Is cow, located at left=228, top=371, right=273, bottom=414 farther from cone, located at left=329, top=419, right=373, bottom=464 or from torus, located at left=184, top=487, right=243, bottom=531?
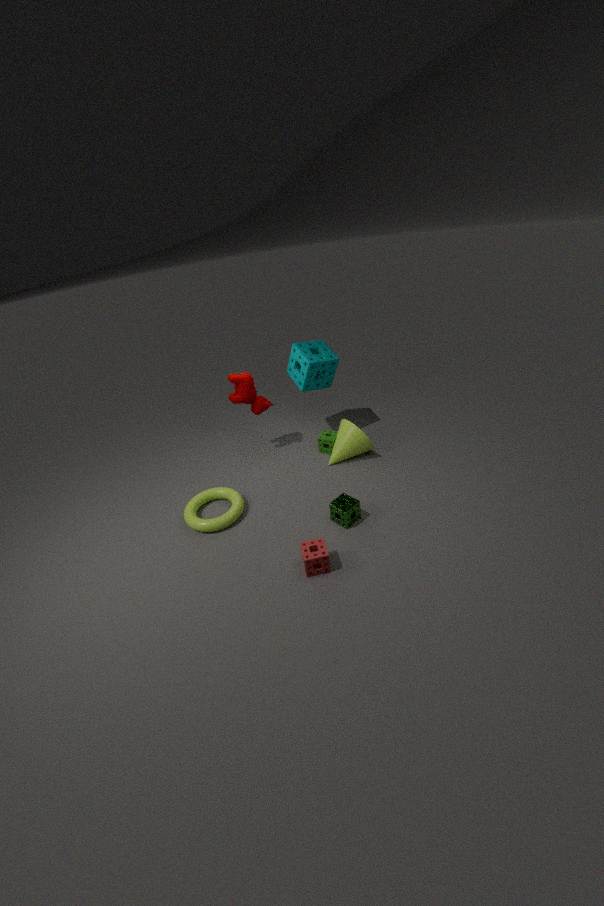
torus, located at left=184, top=487, right=243, bottom=531
